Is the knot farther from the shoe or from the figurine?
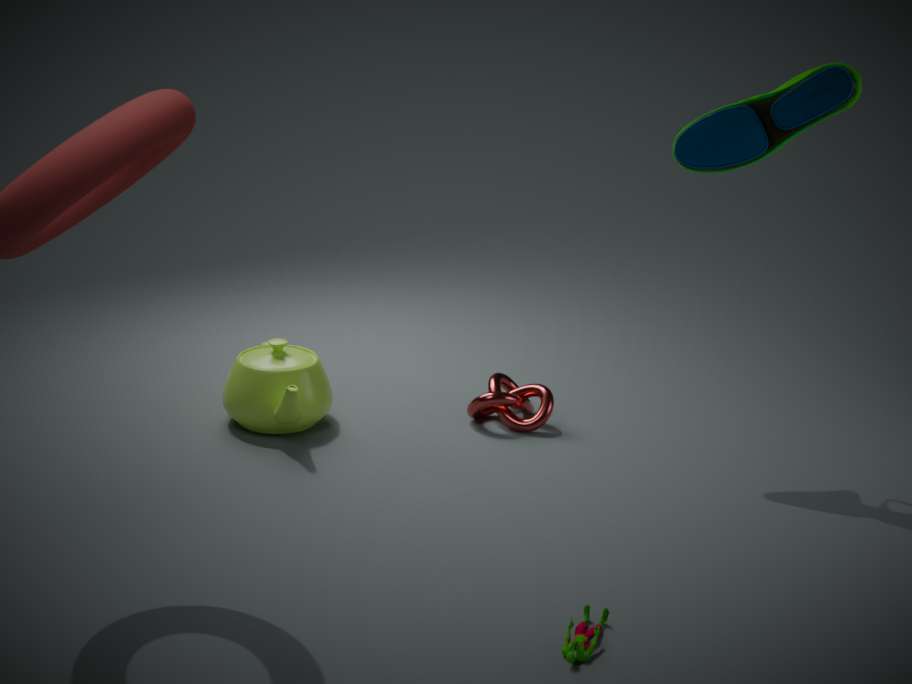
the figurine
